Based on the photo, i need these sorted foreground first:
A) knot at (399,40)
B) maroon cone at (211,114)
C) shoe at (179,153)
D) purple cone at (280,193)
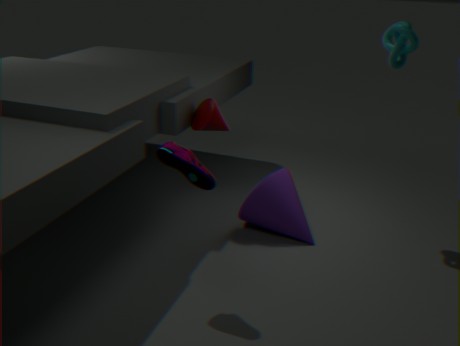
shoe at (179,153), knot at (399,40), purple cone at (280,193), maroon cone at (211,114)
